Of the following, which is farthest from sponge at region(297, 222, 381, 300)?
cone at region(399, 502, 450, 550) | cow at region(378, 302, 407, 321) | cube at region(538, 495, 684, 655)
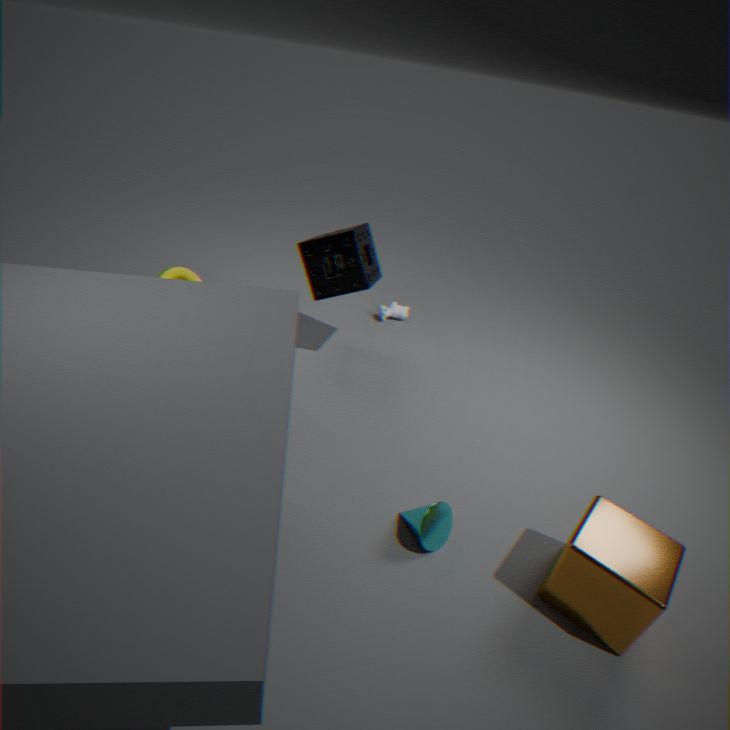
cube at region(538, 495, 684, 655)
